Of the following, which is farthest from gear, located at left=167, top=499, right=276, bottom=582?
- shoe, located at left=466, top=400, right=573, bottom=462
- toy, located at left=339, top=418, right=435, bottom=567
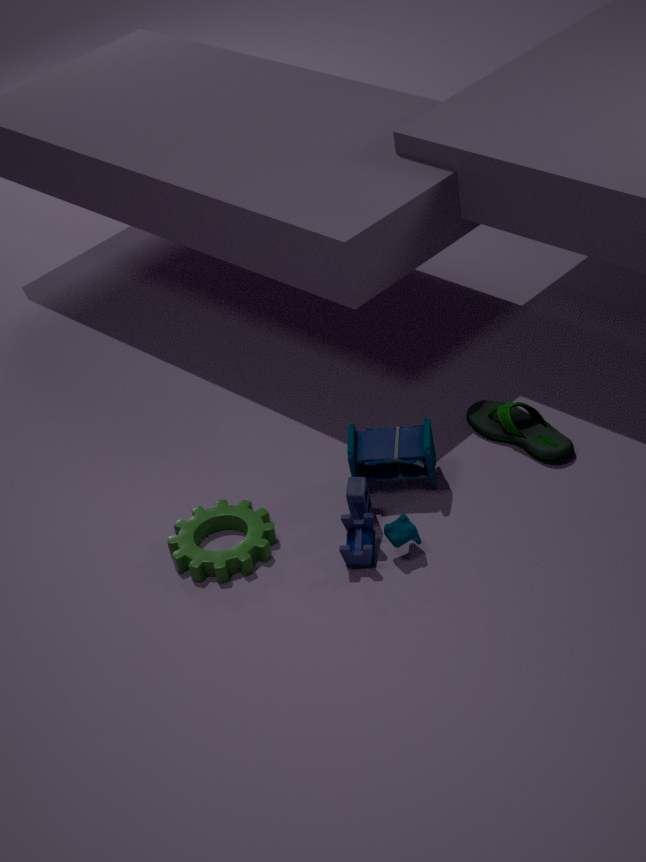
shoe, located at left=466, top=400, right=573, bottom=462
